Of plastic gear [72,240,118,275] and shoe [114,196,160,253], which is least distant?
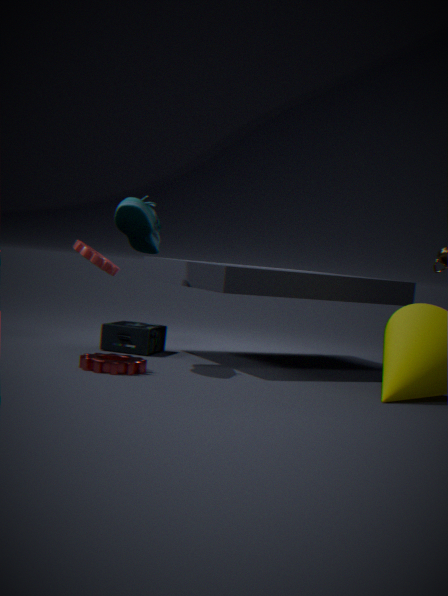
shoe [114,196,160,253]
